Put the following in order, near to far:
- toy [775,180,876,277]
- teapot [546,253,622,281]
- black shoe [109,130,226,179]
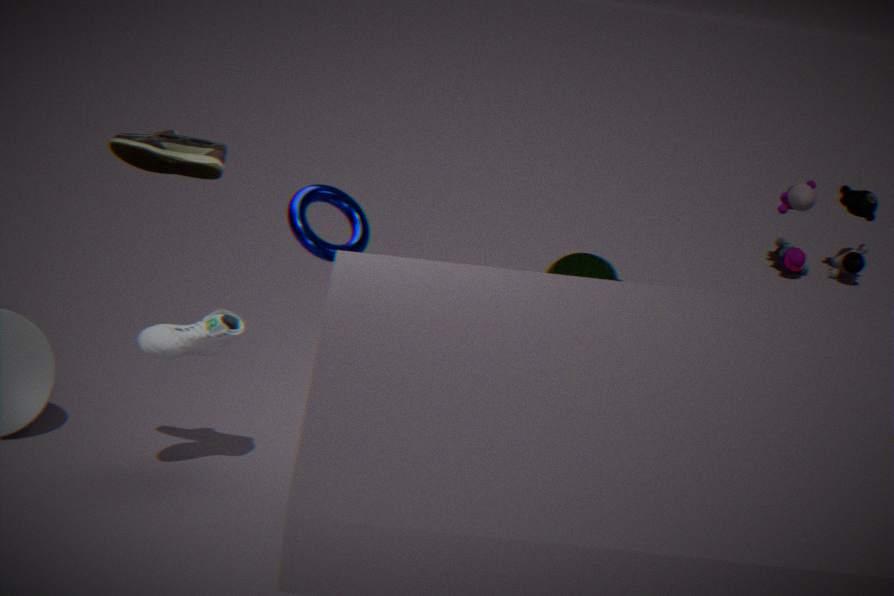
black shoe [109,130,226,179], teapot [546,253,622,281], toy [775,180,876,277]
